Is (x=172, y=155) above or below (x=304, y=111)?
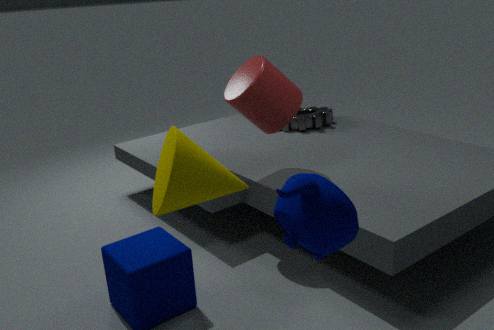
above
